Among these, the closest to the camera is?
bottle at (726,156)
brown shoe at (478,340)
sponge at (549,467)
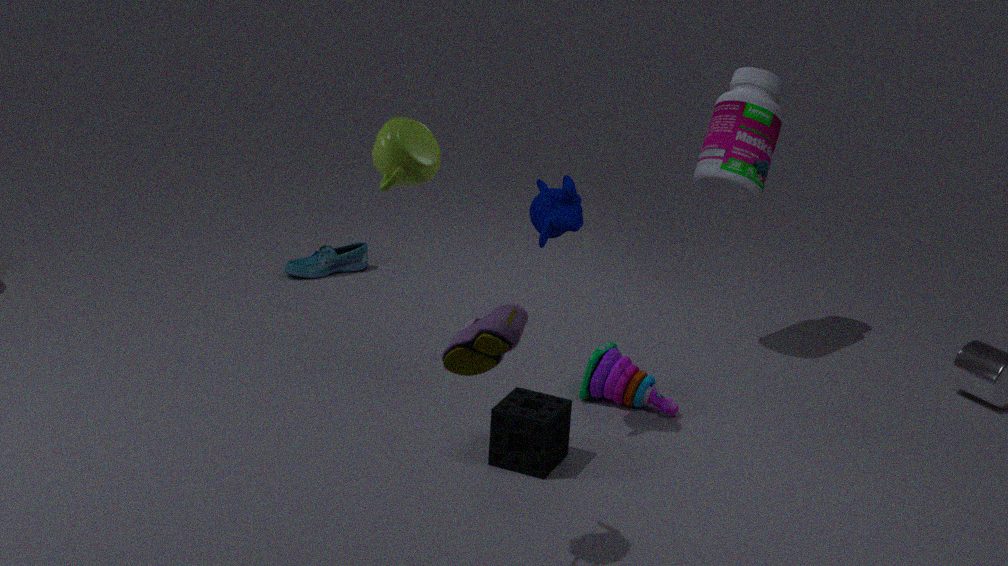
brown shoe at (478,340)
